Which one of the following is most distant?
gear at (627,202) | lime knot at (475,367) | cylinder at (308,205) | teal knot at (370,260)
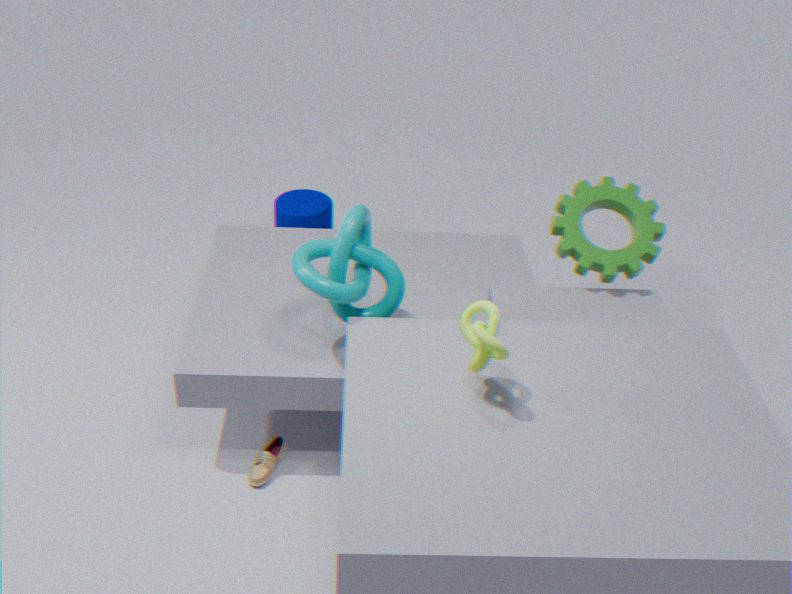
cylinder at (308,205)
